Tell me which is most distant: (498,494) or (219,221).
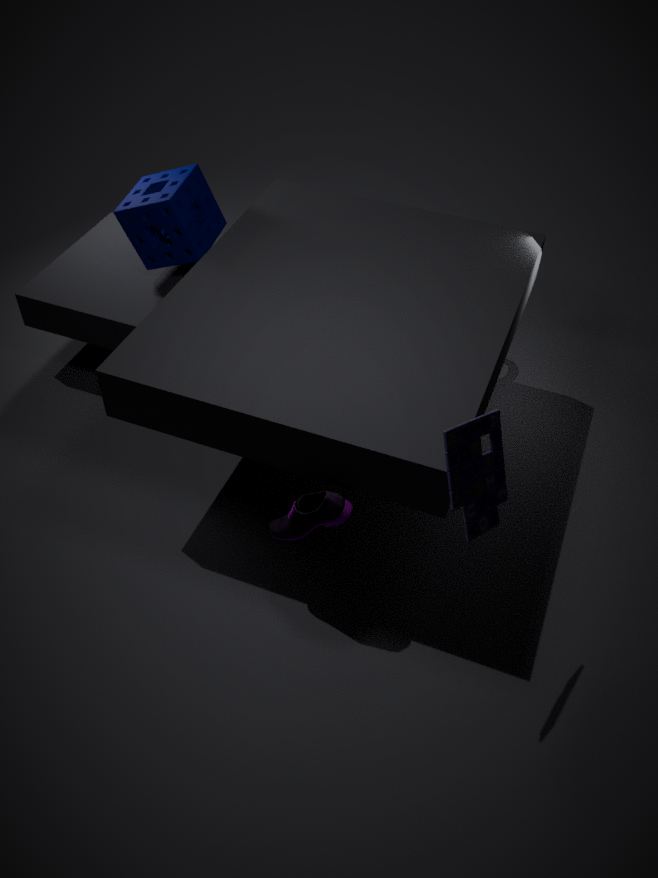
(219,221)
